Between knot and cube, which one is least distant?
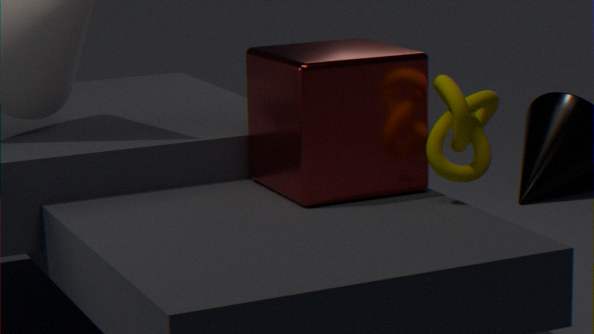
knot
